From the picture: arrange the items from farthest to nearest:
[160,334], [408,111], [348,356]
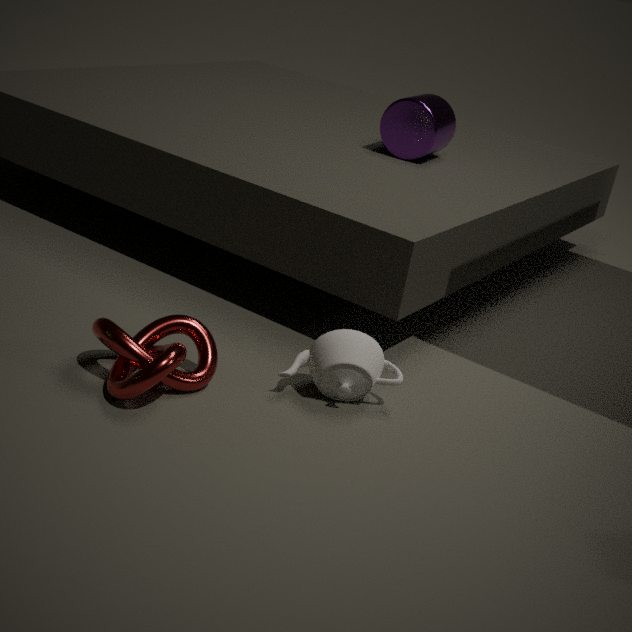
1. [408,111]
2. [160,334]
3. [348,356]
